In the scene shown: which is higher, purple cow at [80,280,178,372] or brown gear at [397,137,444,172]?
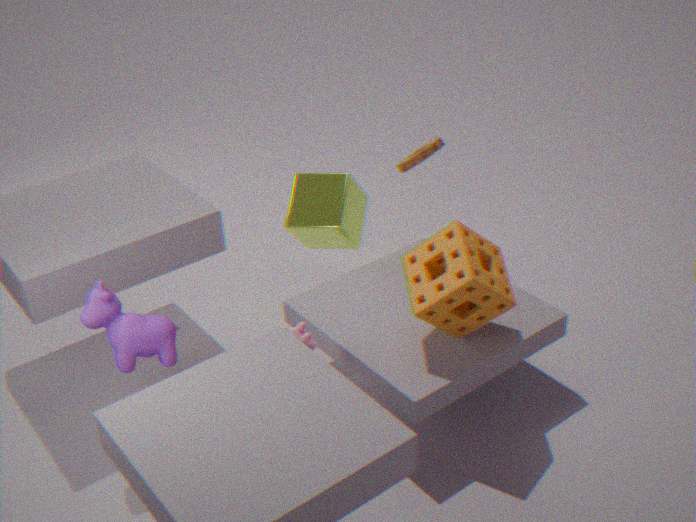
brown gear at [397,137,444,172]
